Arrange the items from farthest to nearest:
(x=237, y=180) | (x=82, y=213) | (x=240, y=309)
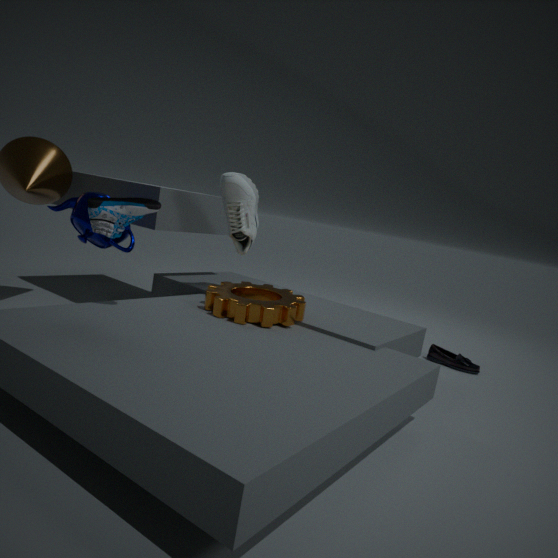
1. (x=237, y=180)
2. (x=82, y=213)
3. (x=240, y=309)
